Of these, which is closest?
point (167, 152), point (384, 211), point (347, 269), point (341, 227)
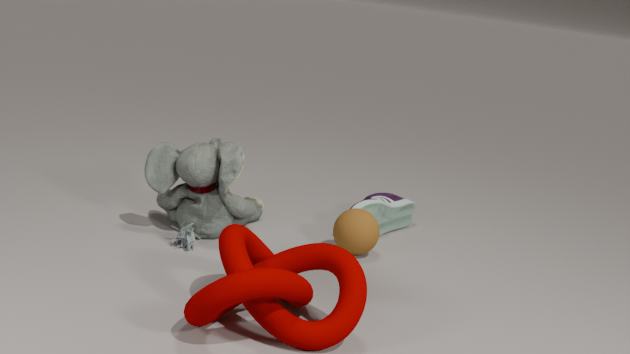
point (347, 269)
